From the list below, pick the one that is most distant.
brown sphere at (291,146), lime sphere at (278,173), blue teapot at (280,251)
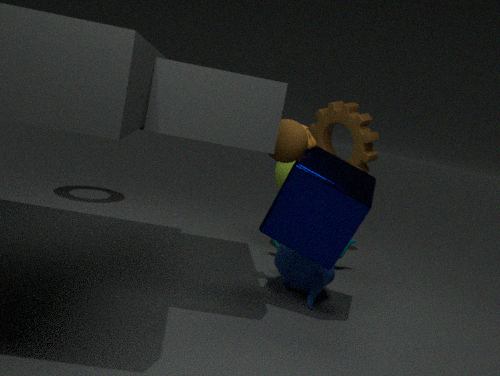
lime sphere at (278,173)
